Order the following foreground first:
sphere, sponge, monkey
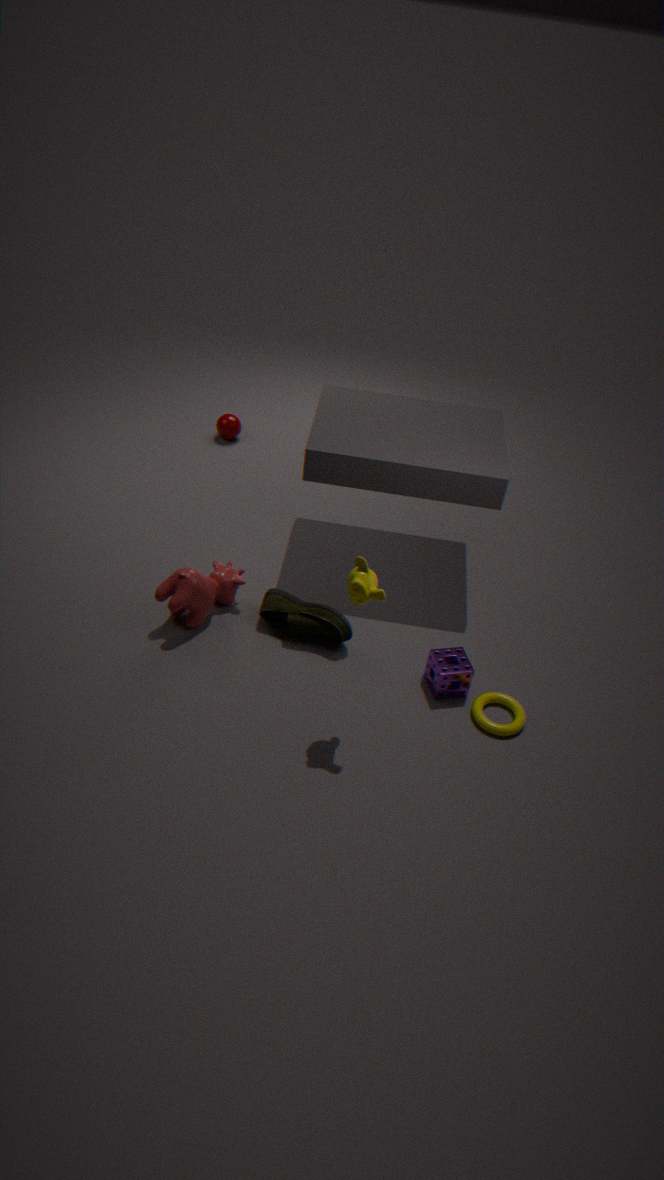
monkey → sponge → sphere
